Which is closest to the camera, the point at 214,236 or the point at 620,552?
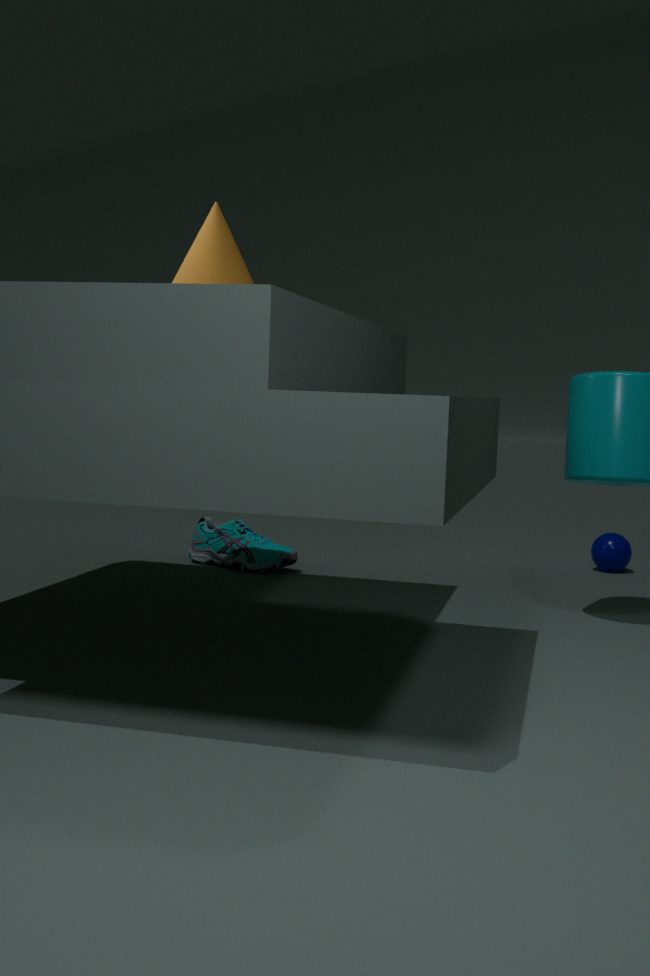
the point at 214,236
